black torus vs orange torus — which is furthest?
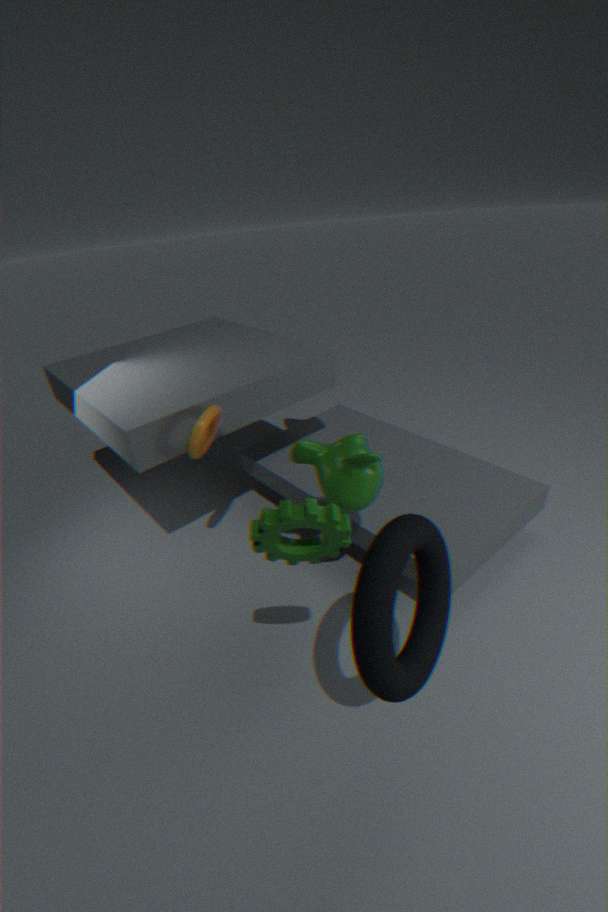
orange torus
